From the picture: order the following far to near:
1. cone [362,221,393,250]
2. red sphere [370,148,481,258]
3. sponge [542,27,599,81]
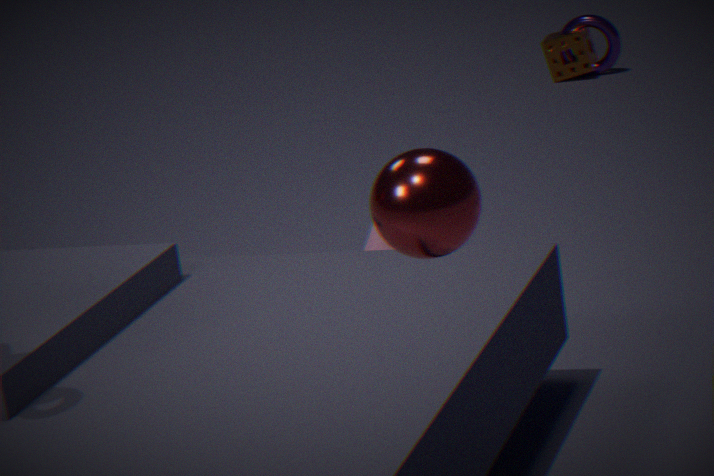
sponge [542,27,599,81]
cone [362,221,393,250]
red sphere [370,148,481,258]
